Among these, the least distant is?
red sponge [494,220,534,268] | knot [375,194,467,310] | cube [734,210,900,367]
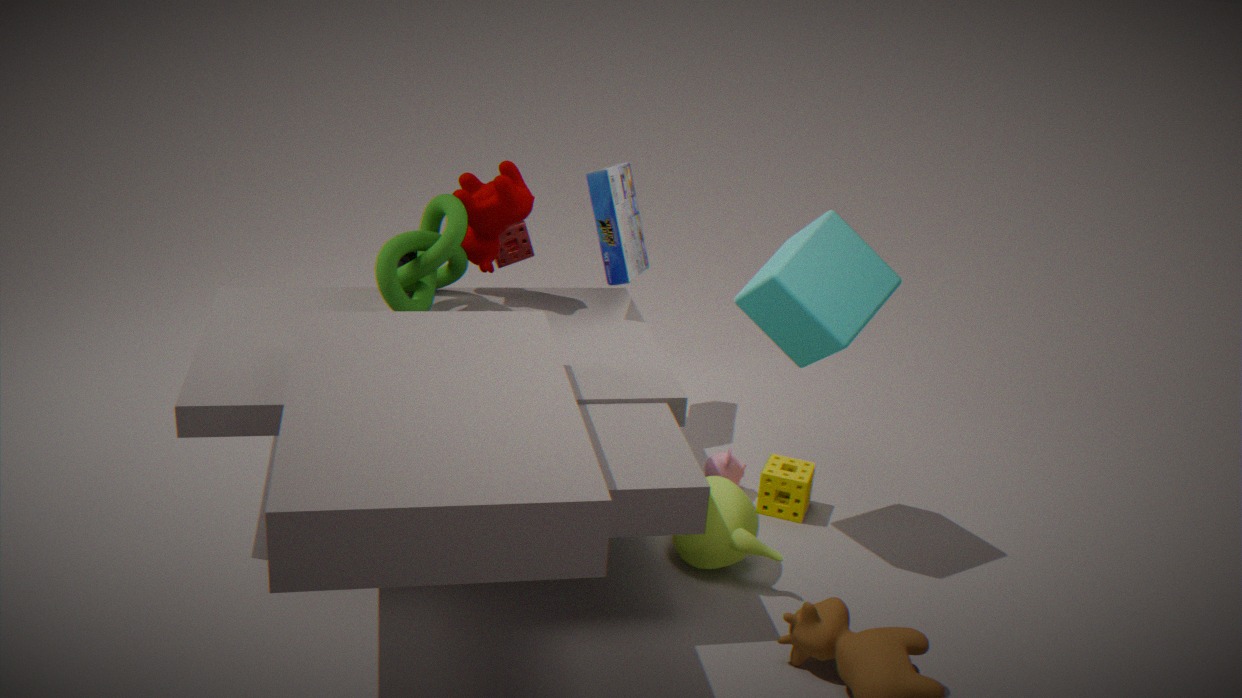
cube [734,210,900,367]
